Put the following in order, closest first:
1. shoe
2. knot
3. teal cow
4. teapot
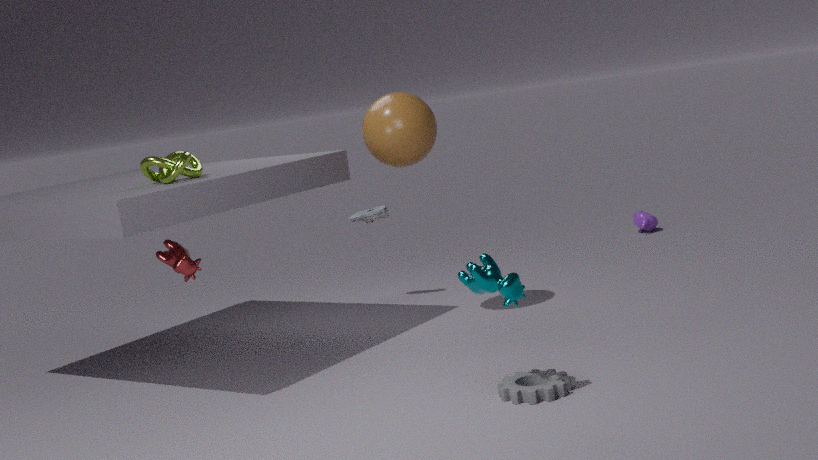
teal cow
knot
shoe
teapot
